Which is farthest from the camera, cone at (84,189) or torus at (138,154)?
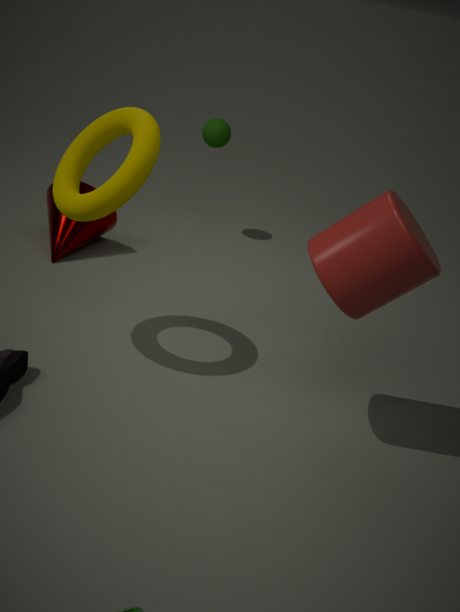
cone at (84,189)
